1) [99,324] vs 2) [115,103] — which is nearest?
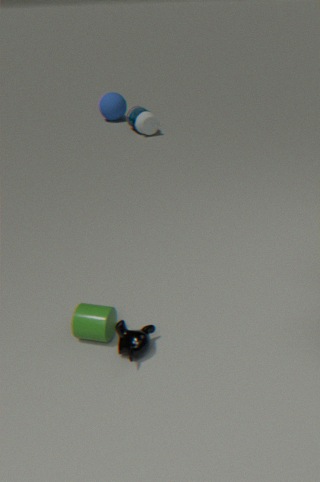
1. [99,324]
